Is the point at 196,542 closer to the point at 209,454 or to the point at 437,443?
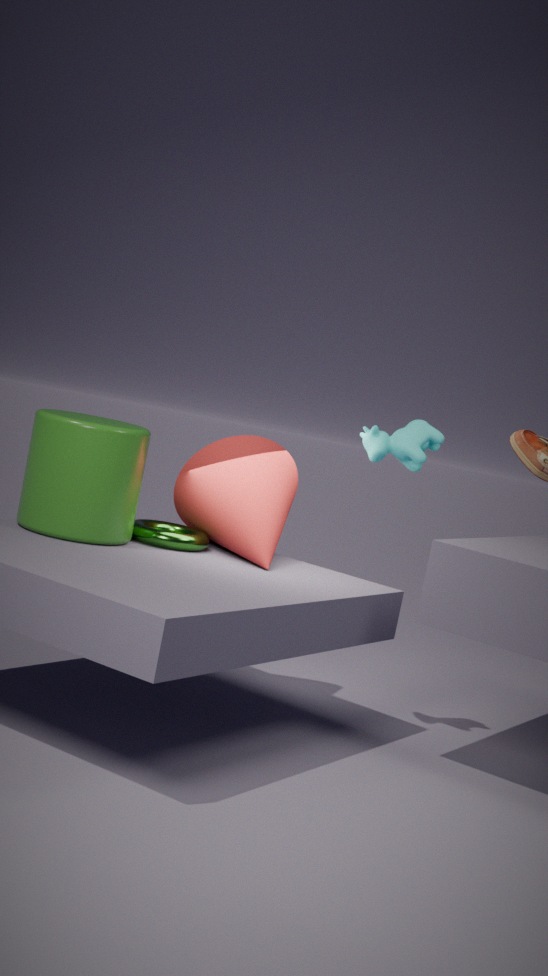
the point at 209,454
